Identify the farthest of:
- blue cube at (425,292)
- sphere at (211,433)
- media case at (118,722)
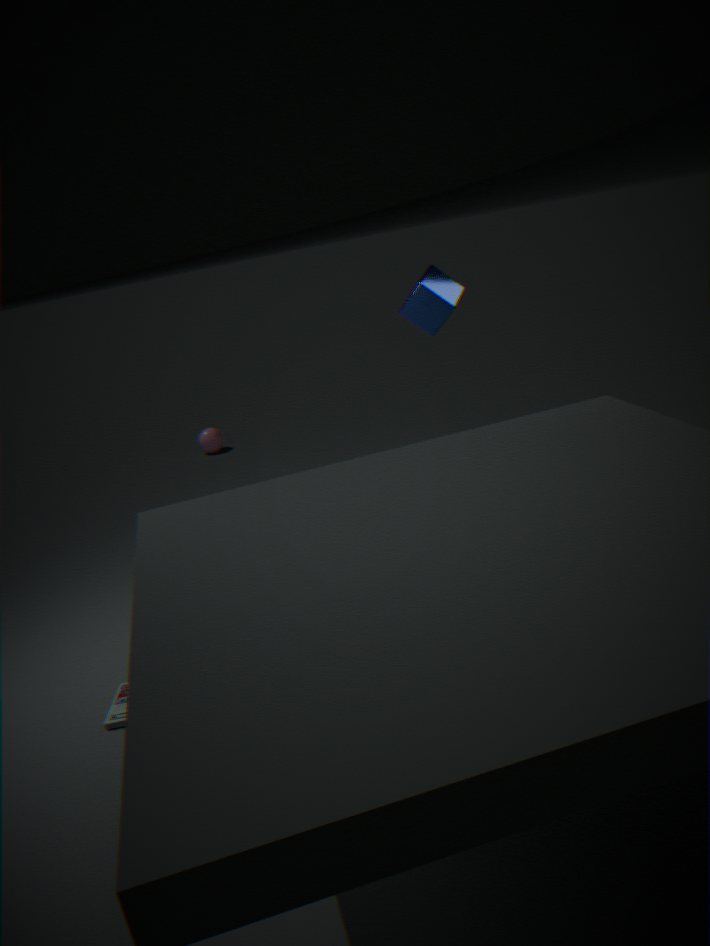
sphere at (211,433)
